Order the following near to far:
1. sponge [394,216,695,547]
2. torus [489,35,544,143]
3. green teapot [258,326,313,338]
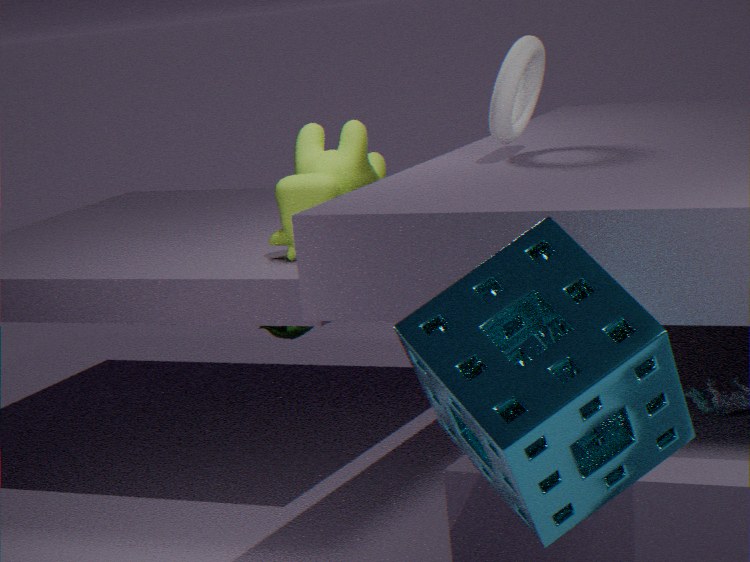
sponge [394,216,695,547] < torus [489,35,544,143] < green teapot [258,326,313,338]
